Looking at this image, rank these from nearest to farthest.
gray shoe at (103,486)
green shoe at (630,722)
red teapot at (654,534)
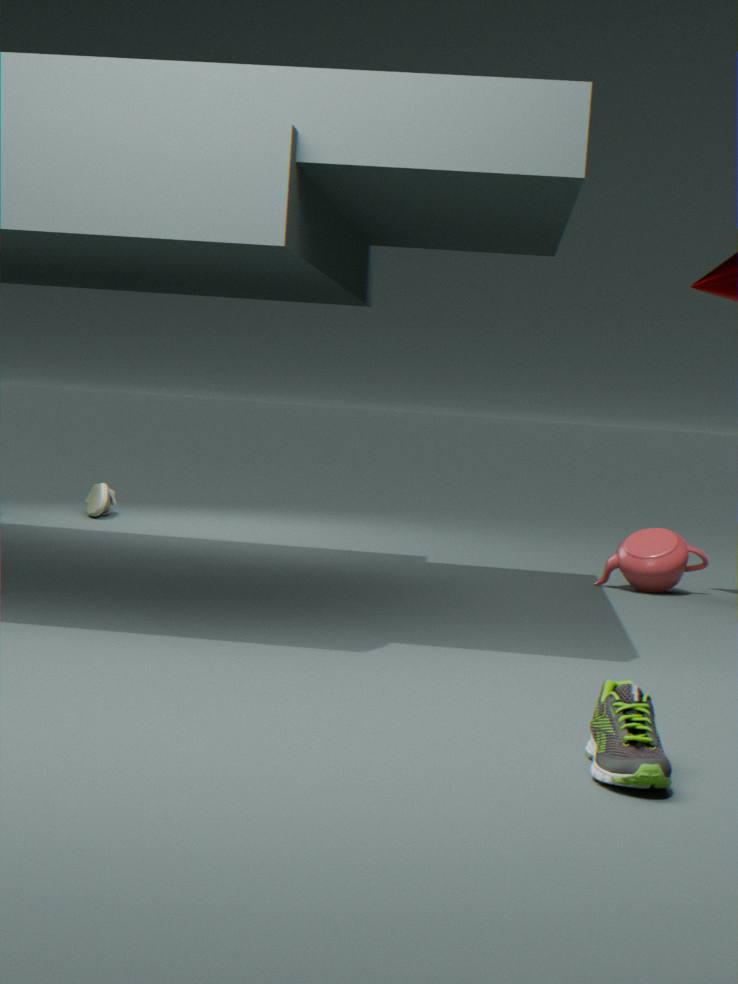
green shoe at (630,722) < red teapot at (654,534) < gray shoe at (103,486)
